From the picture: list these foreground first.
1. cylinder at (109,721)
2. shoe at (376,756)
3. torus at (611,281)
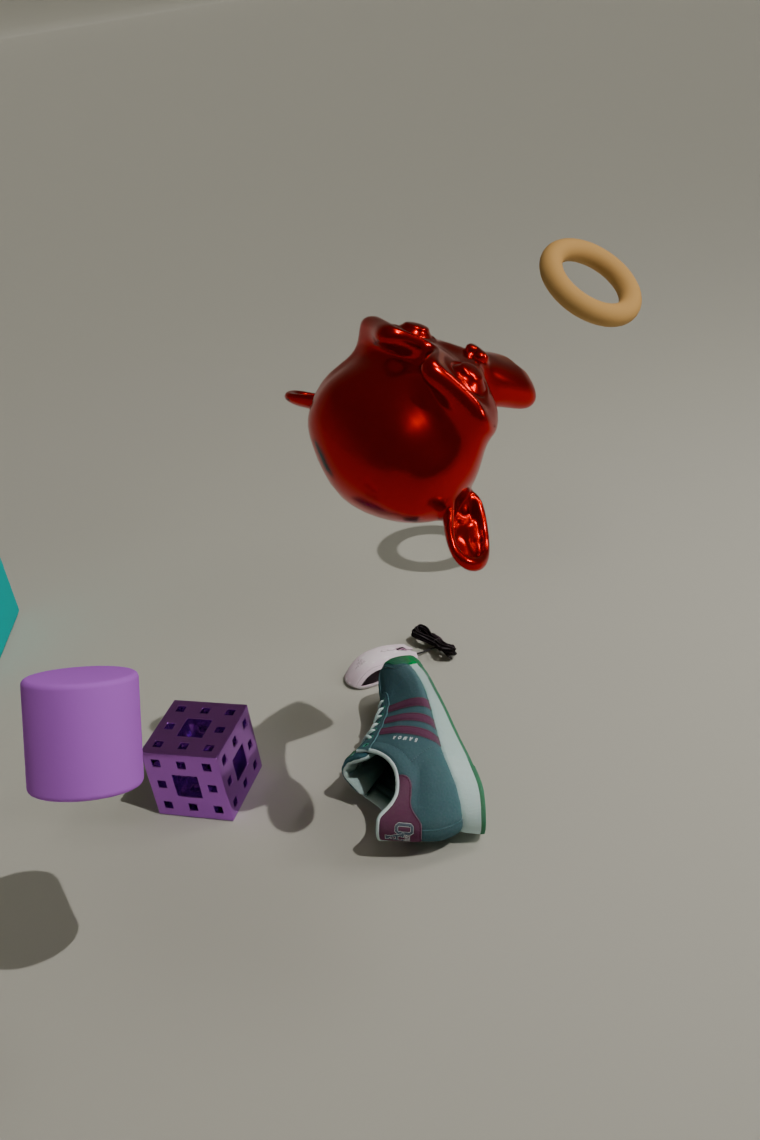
1. cylinder at (109,721)
2. shoe at (376,756)
3. torus at (611,281)
